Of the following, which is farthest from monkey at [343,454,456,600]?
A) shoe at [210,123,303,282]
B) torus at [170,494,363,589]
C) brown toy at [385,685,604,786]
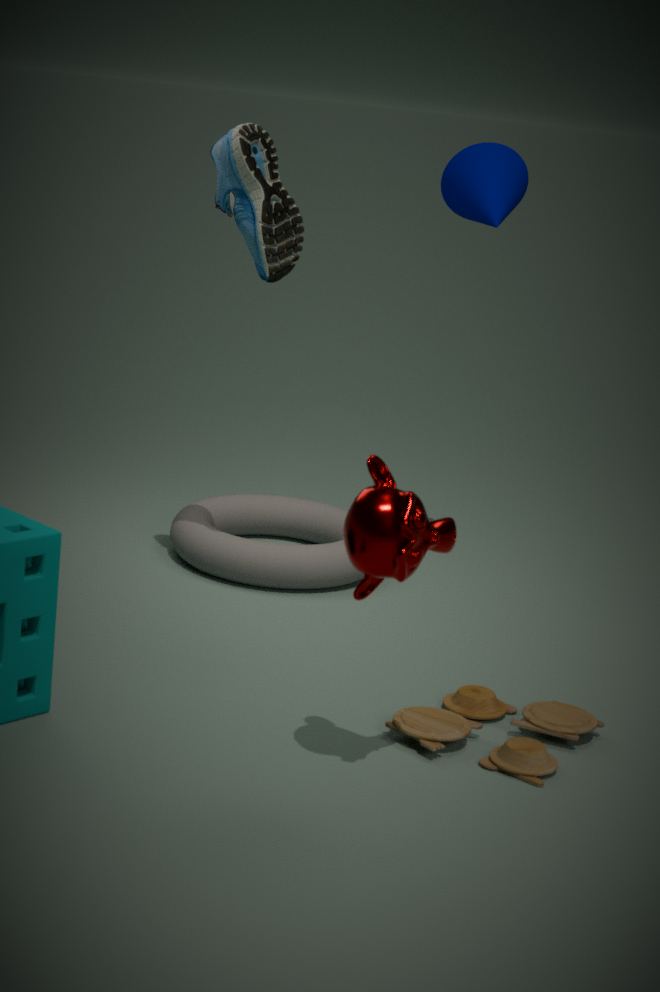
torus at [170,494,363,589]
